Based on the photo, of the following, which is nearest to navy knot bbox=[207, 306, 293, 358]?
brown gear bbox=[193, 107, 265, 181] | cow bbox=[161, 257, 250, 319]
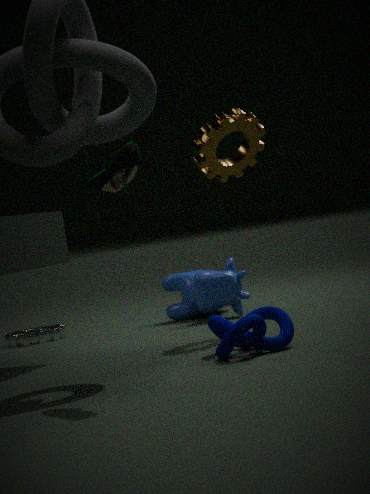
brown gear bbox=[193, 107, 265, 181]
